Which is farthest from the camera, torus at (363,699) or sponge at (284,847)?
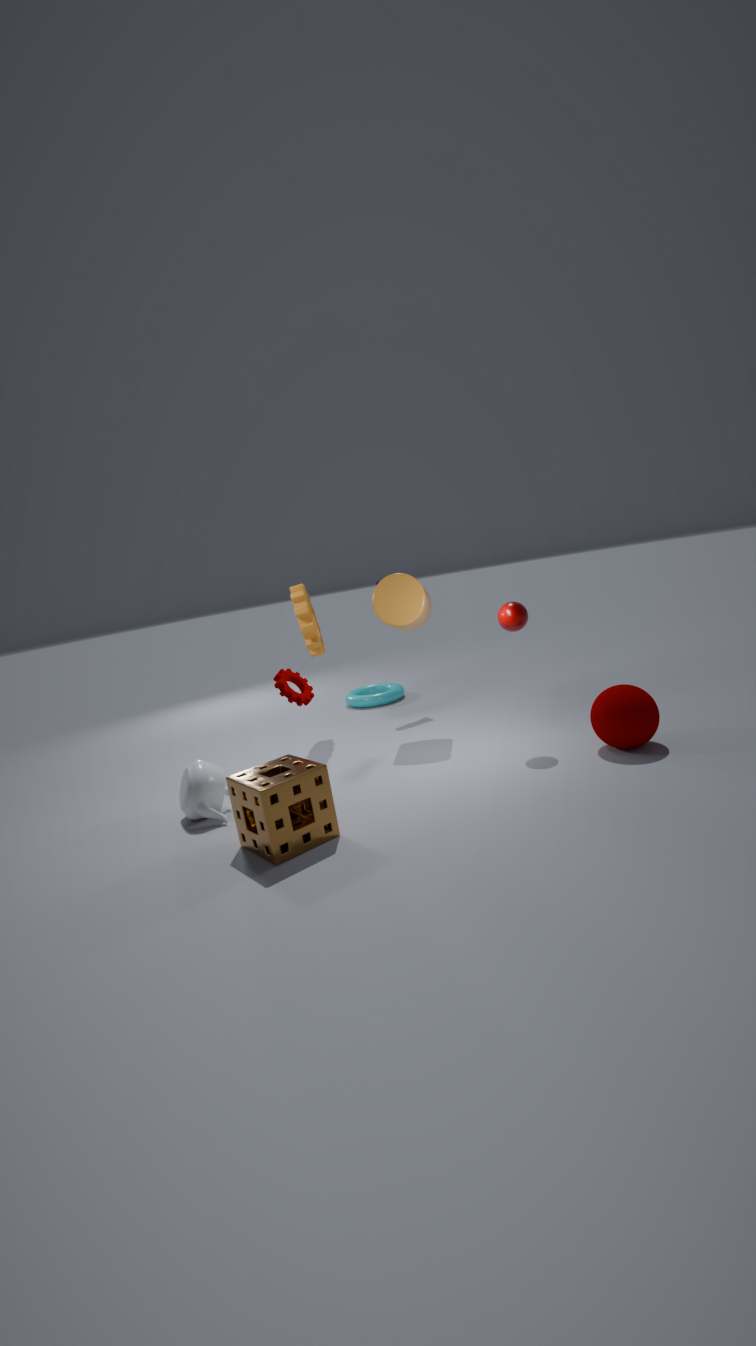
torus at (363,699)
